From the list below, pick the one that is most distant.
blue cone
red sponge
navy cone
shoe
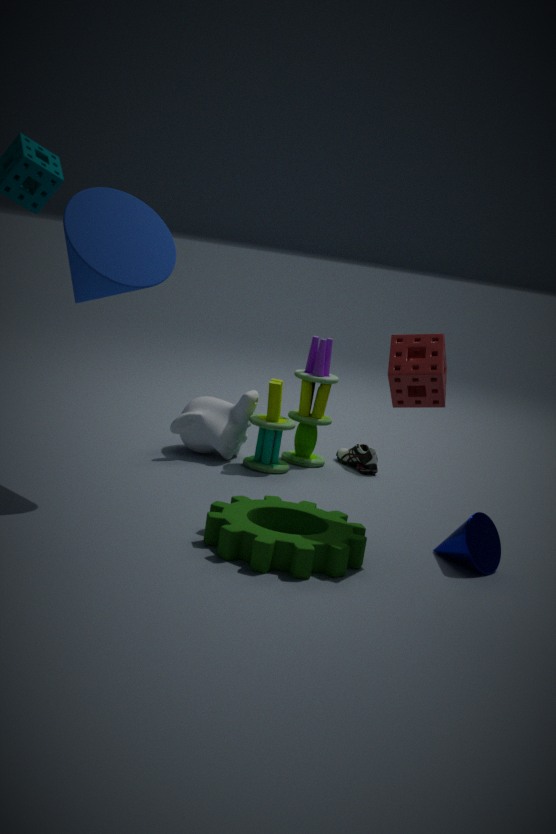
shoe
